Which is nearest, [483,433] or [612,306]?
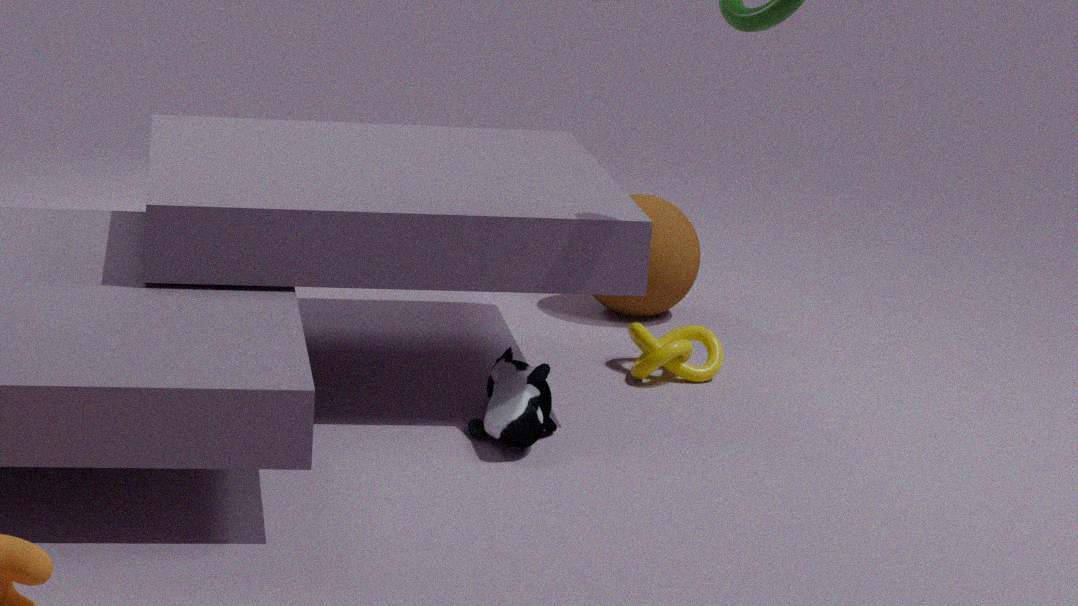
[483,433]
